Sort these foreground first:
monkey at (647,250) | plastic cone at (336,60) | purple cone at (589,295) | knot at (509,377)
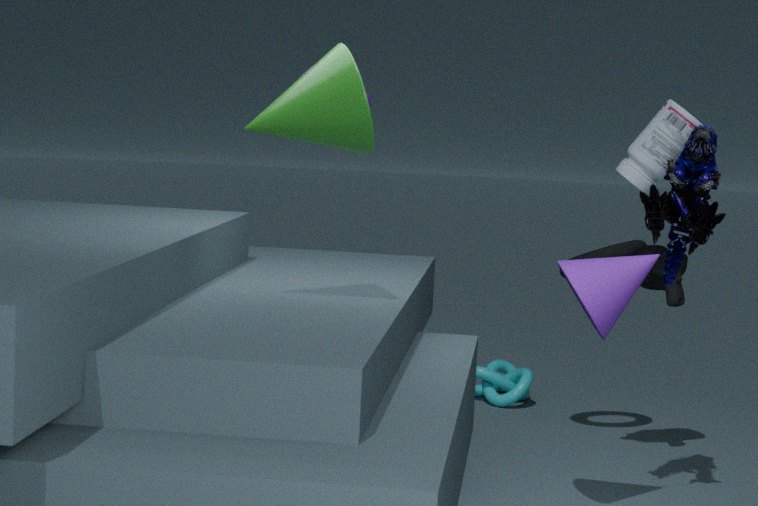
plastic cone at (336,60) < purple cone at (589,295) < monkey at (647,250) < knot at (509,377)
